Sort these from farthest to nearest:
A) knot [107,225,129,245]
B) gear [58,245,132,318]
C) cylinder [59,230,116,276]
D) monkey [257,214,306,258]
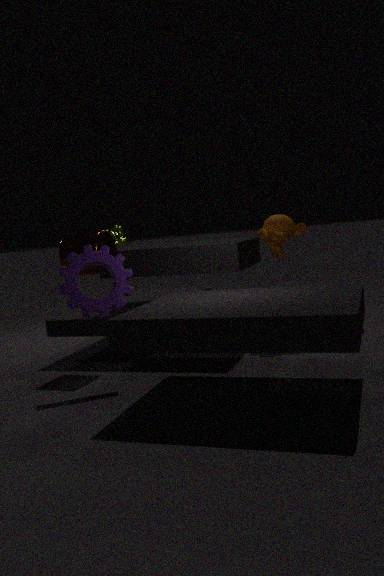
knot [107,225,129,245] → monkey [257,214,306,258] → cylinder [59,230,116,276] → gear [58,245,132,318]
